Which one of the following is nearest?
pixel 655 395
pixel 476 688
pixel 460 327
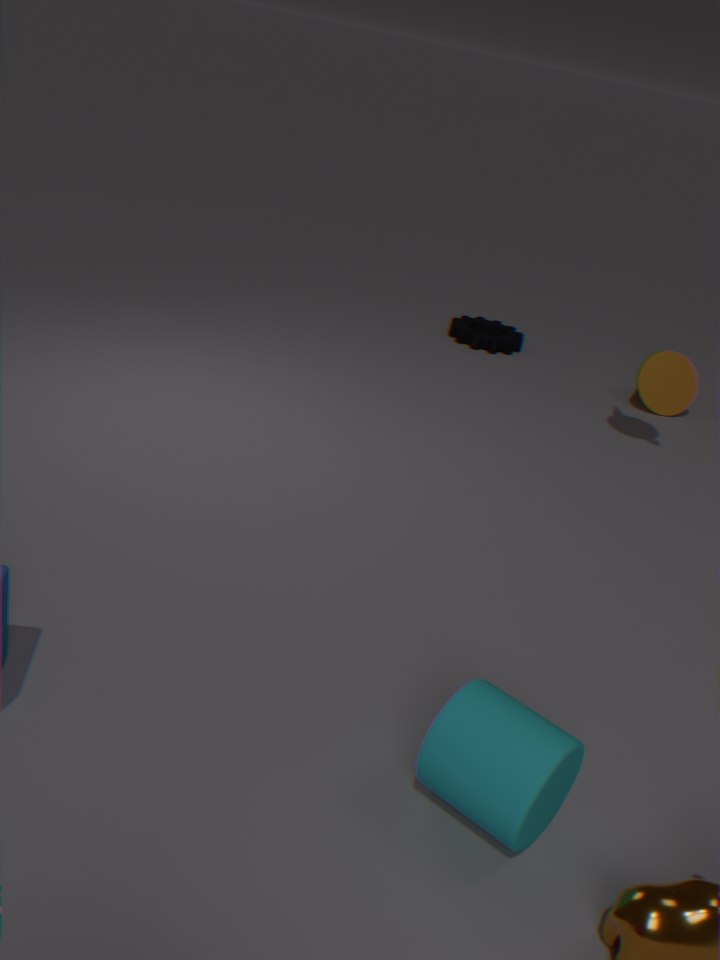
pixel 476 688
